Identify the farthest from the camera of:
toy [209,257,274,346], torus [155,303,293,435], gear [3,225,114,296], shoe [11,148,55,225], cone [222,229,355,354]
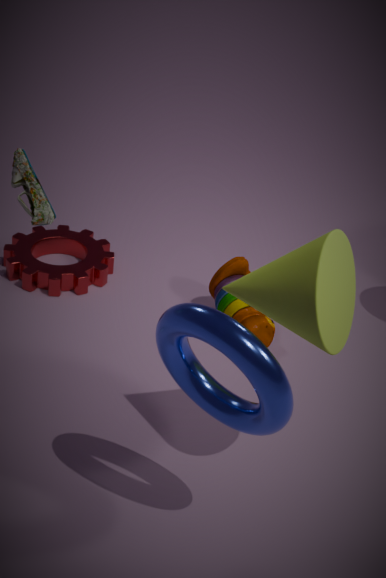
gear [3,225,114,296]
